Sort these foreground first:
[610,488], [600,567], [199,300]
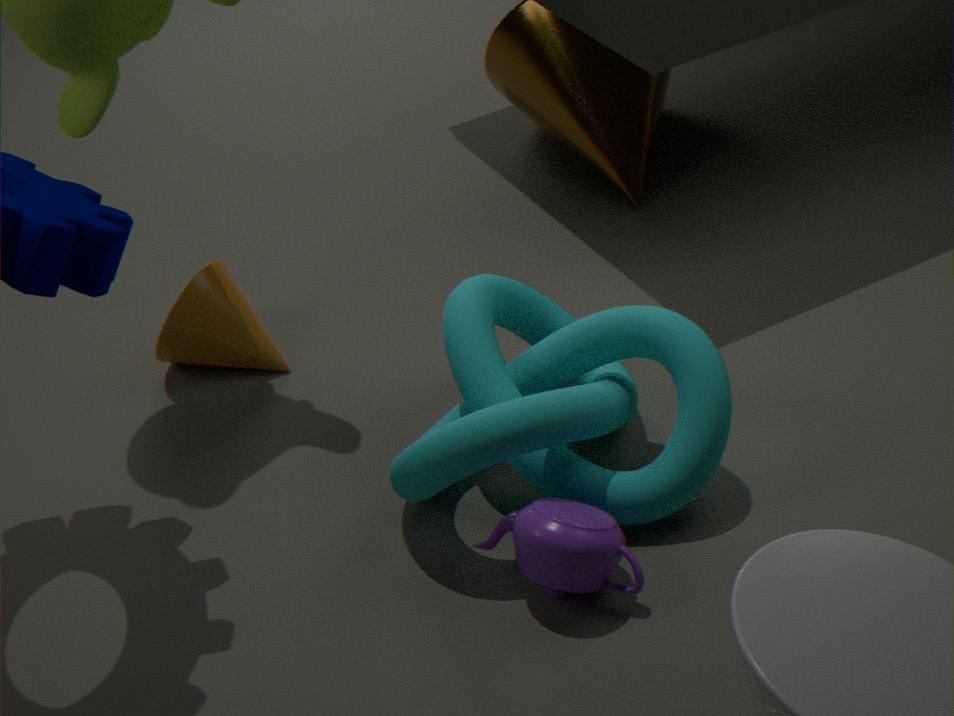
[600,567] < [610,488] < [199,300]
